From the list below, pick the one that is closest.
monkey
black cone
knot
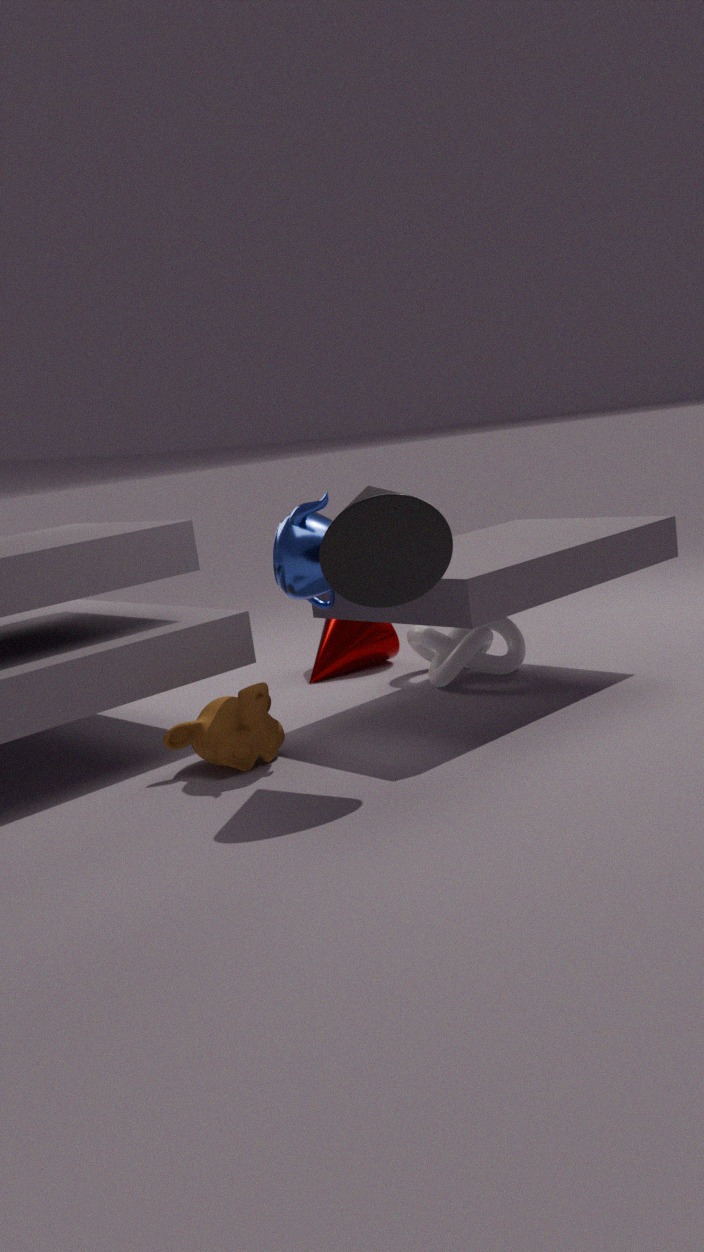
black cone
